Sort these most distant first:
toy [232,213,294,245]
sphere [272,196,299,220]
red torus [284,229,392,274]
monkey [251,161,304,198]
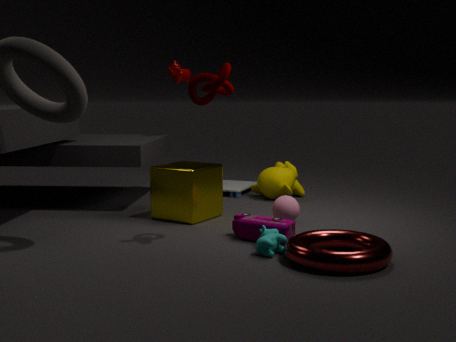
monkey [251,161,304,198], sphere [272,196,299,220], toy [232,213,294,245], red torus [284,229,392,274]
